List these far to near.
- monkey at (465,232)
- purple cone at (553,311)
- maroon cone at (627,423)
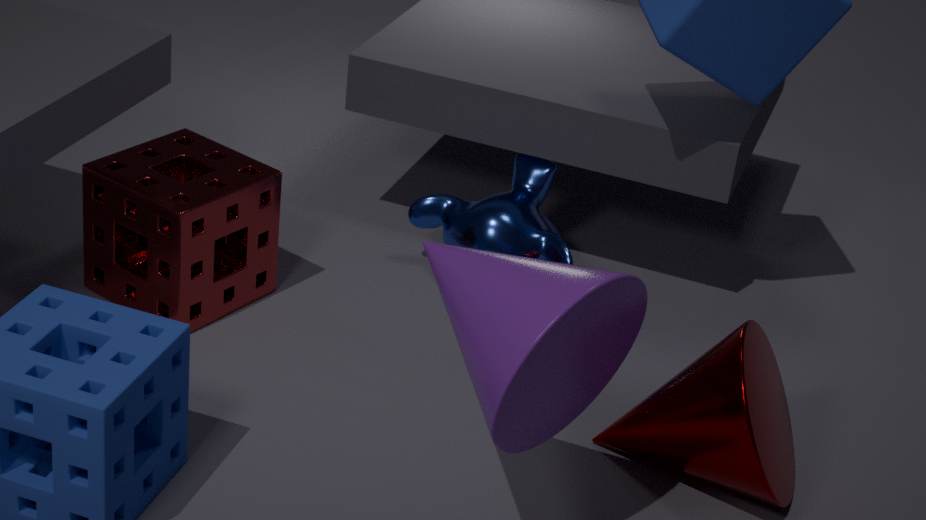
monkey at (465,232), maroon cone at (627,423), purple cone at (553,311)
